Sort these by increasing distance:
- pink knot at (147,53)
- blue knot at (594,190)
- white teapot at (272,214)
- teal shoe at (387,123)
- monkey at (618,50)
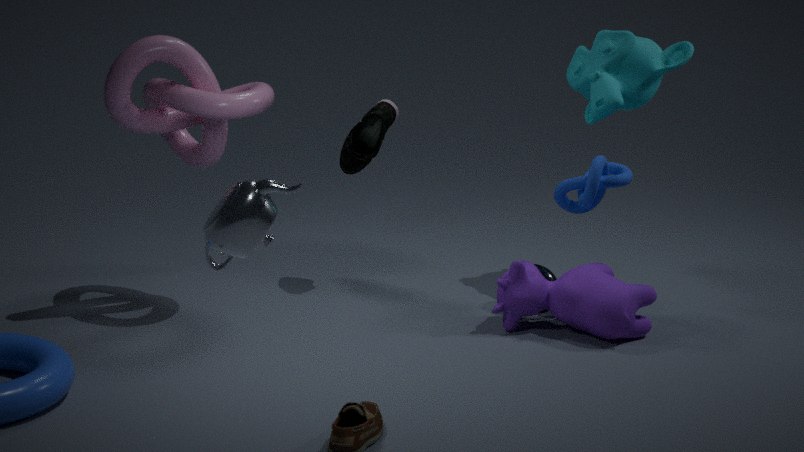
white teapot at (272,214), pink knot at (147,53), blue knot at (594,190), monkey at (618,50), teal shoe at (387,123)
